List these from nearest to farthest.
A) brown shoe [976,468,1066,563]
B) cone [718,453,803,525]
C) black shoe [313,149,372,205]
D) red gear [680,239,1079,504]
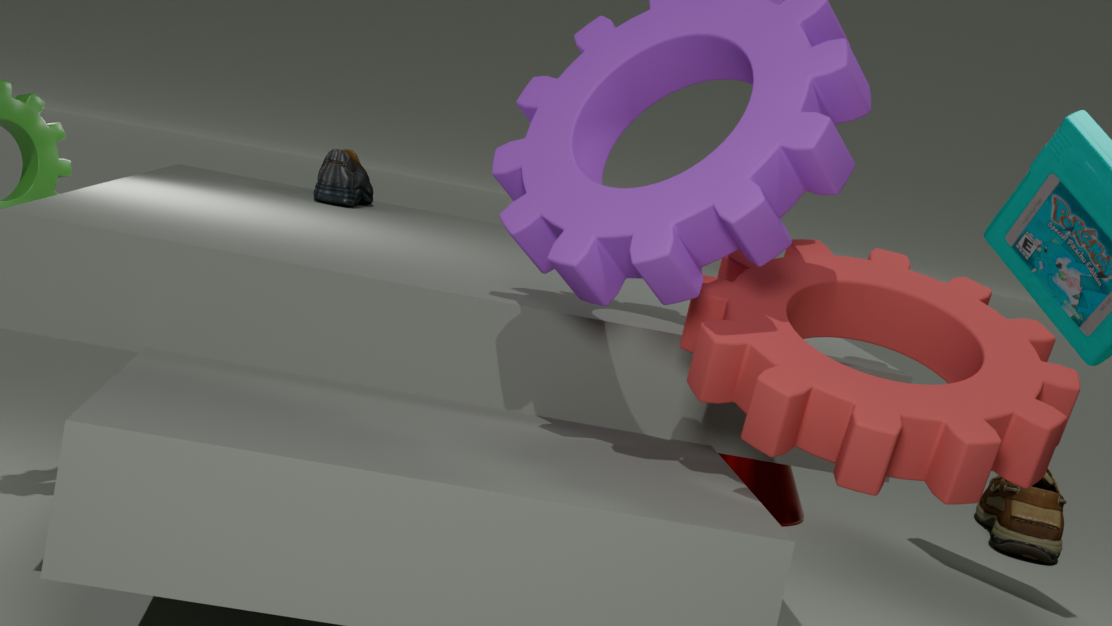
red gear [680,239,1079,504] → black shoe [313,149,372,205] → cone [718,453,803,525] → brown shoe [976,468,1066,563]
